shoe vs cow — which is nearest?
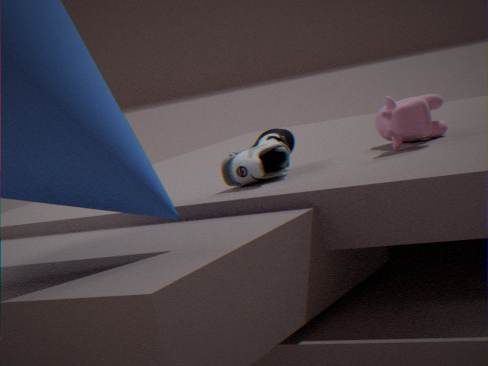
shoe
